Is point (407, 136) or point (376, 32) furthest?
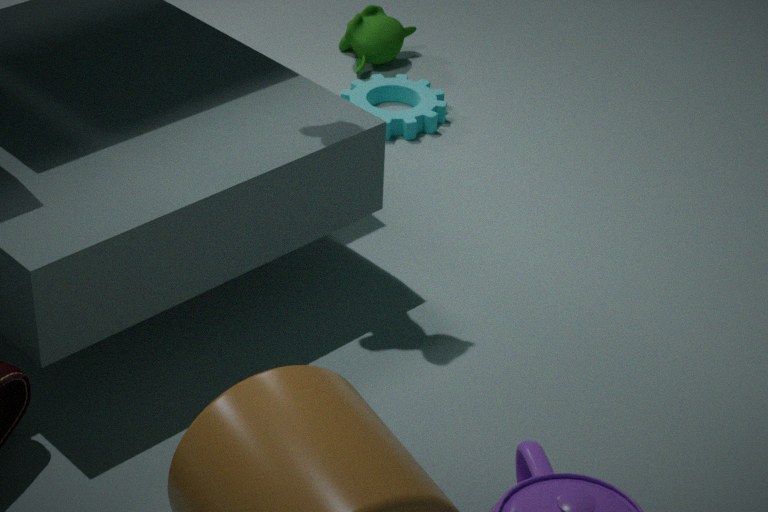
point (376, 32)
